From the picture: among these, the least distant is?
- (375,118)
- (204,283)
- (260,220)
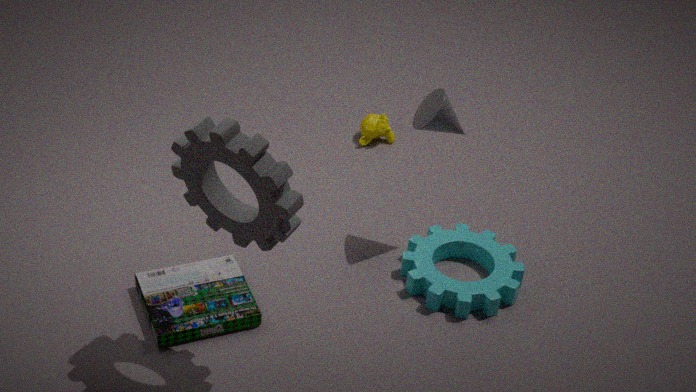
(260,220)
